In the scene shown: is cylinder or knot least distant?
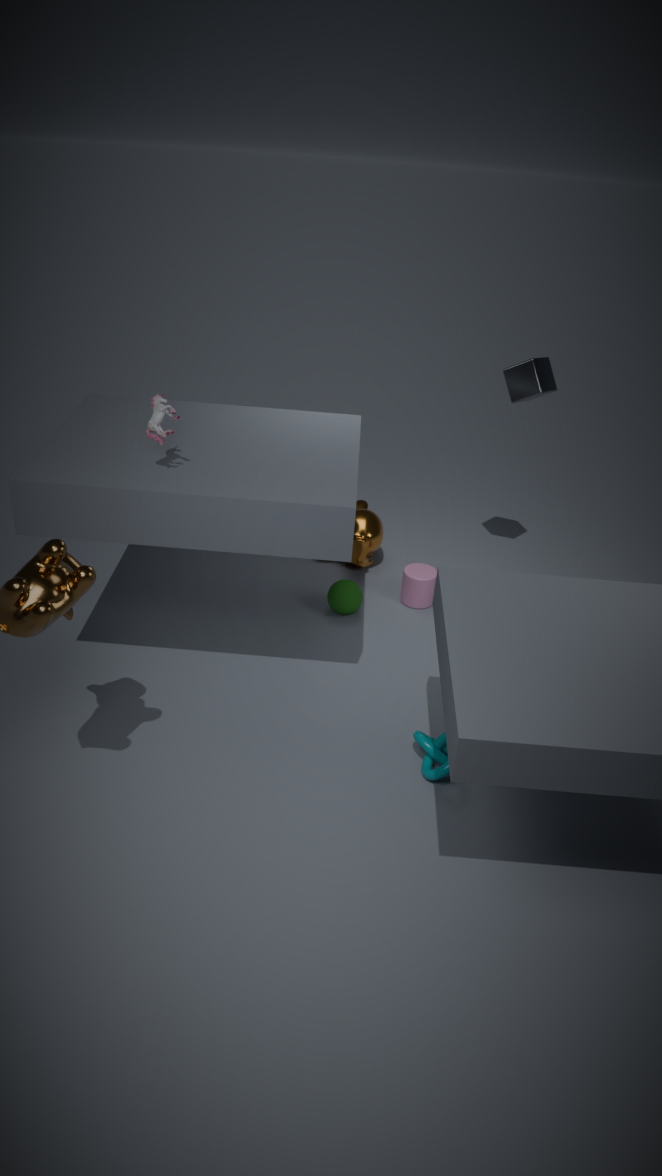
knot
